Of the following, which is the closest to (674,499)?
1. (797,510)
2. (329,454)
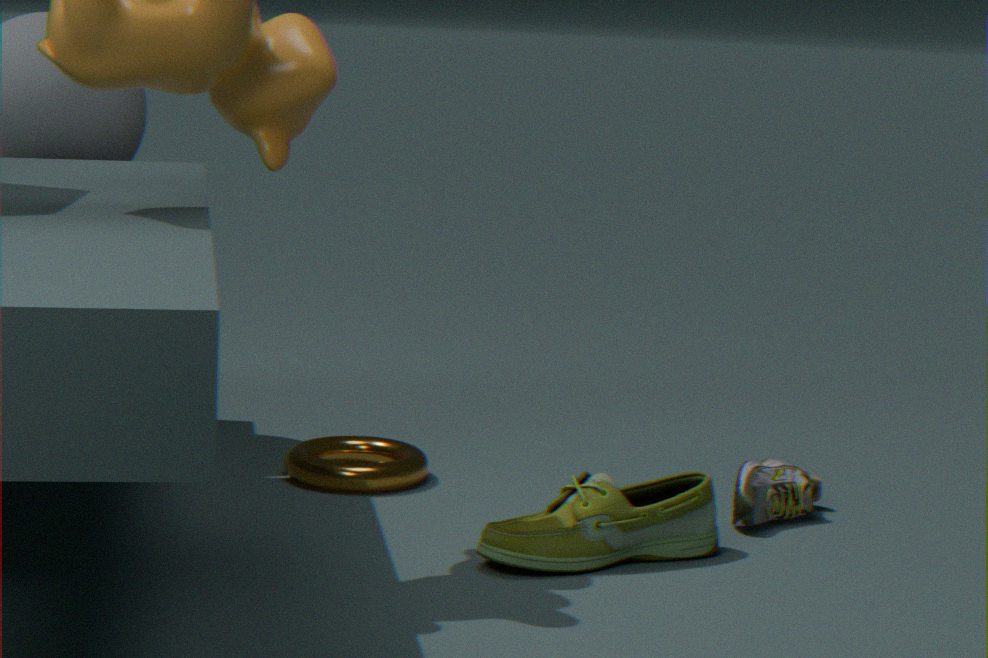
(797,510)
